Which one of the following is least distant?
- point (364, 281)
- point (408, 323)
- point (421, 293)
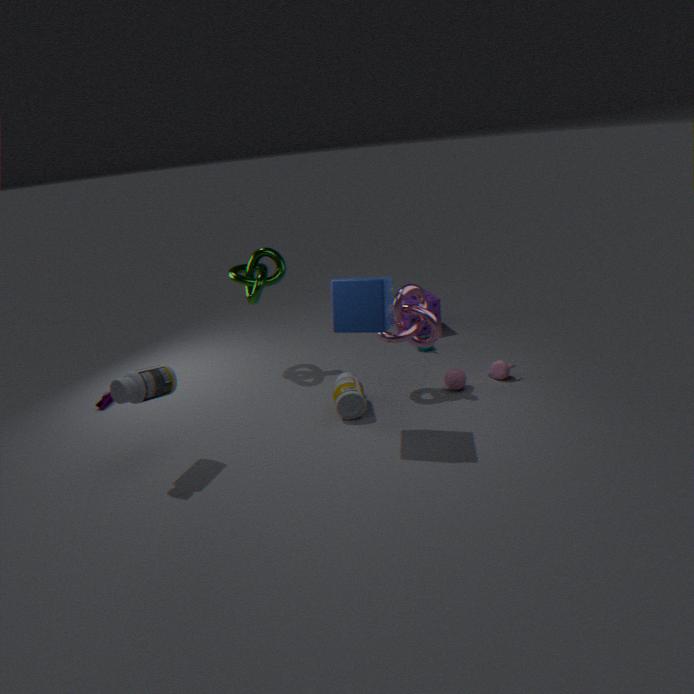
point (364, 281)
